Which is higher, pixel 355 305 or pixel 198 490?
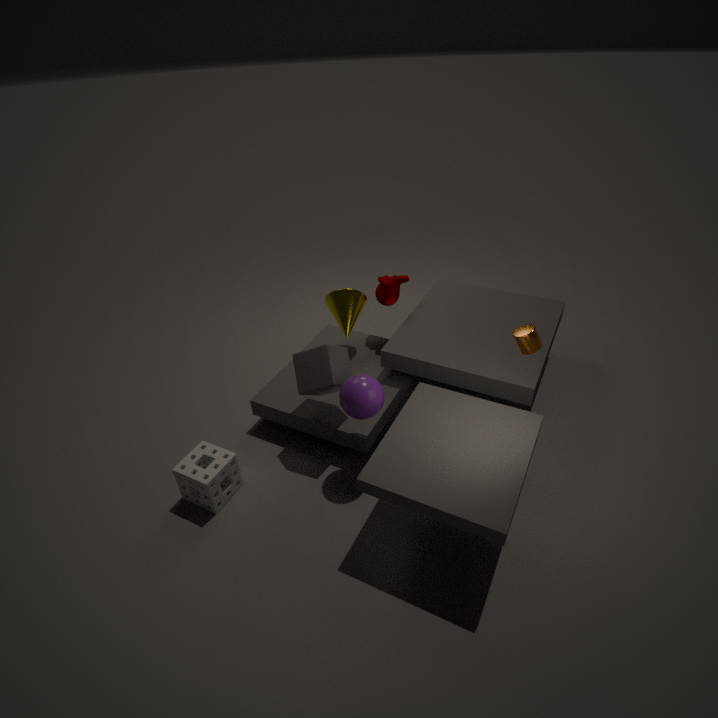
pixel 355 305
